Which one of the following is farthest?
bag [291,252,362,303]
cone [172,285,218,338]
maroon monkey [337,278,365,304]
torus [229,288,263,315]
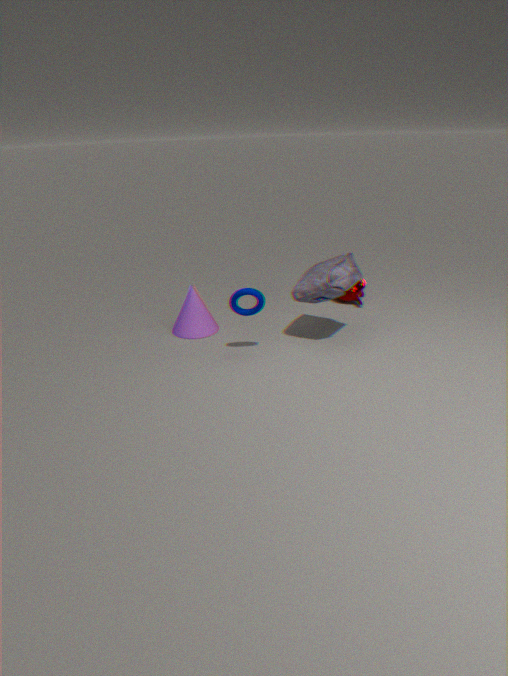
maroon monkey [337,278,365,304]
